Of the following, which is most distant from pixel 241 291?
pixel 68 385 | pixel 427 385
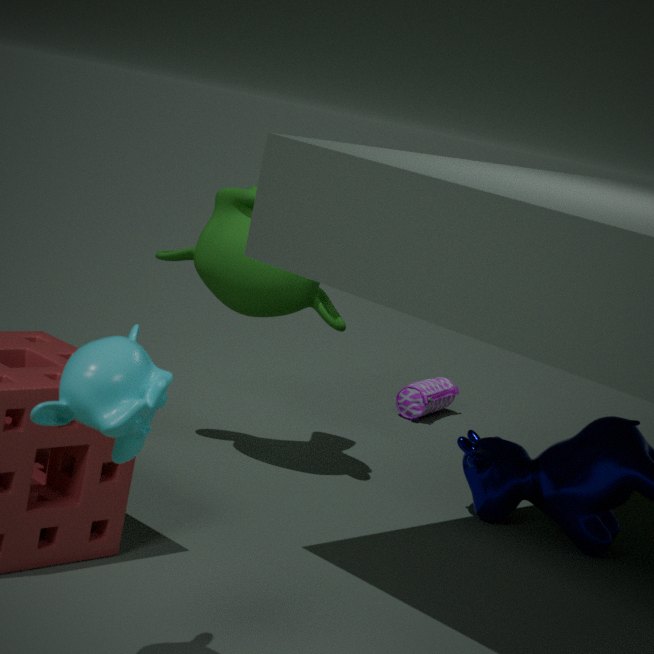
pixel 68 385
